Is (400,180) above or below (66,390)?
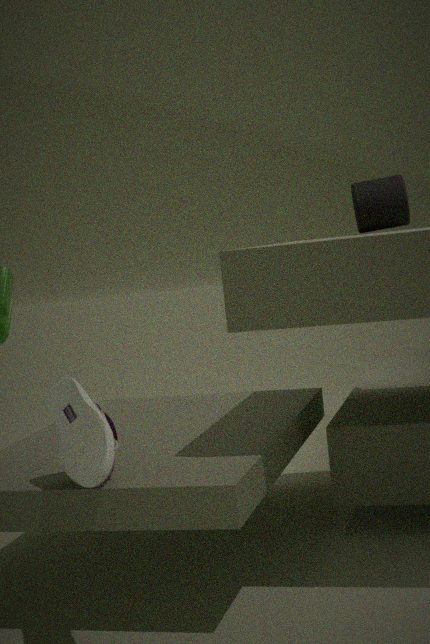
above
